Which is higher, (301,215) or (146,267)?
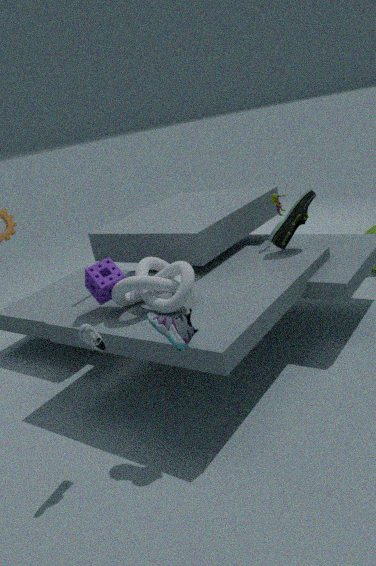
(301,215)
